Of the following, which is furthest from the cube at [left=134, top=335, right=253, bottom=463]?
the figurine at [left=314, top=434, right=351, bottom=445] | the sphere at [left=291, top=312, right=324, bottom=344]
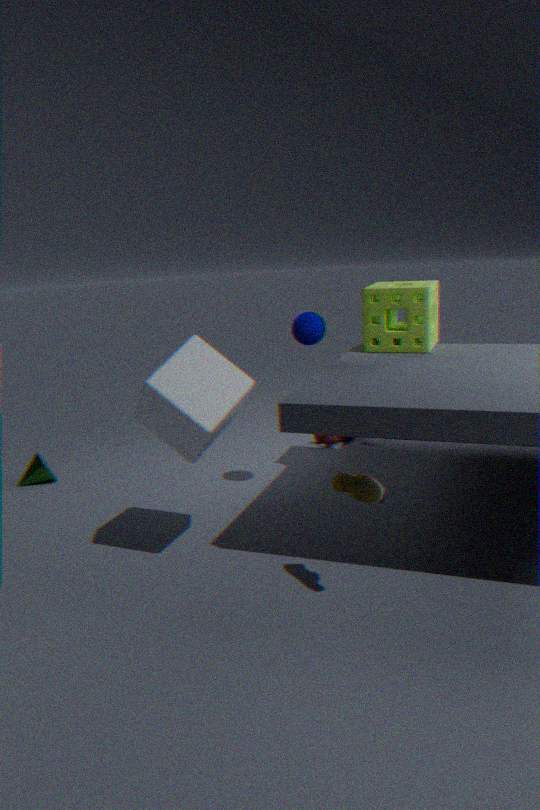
the figurine at [left=314, top=434, right=351, bottom=445]
